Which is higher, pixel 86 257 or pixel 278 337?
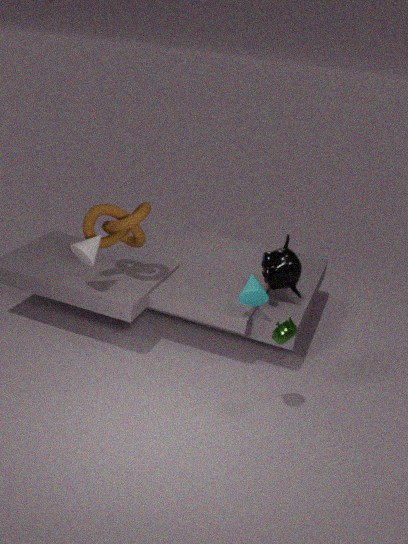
pixel 86 257
